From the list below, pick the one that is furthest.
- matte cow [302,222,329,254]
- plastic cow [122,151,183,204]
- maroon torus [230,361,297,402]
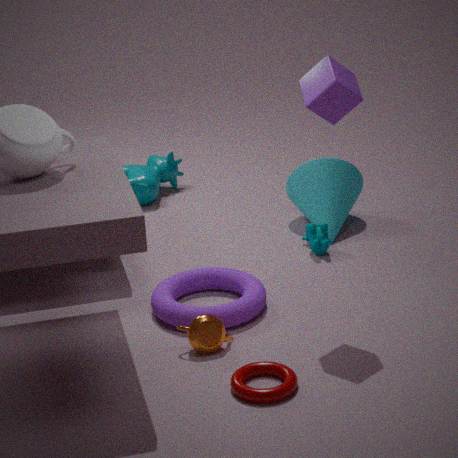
plastic cow [122,151,183,204]
